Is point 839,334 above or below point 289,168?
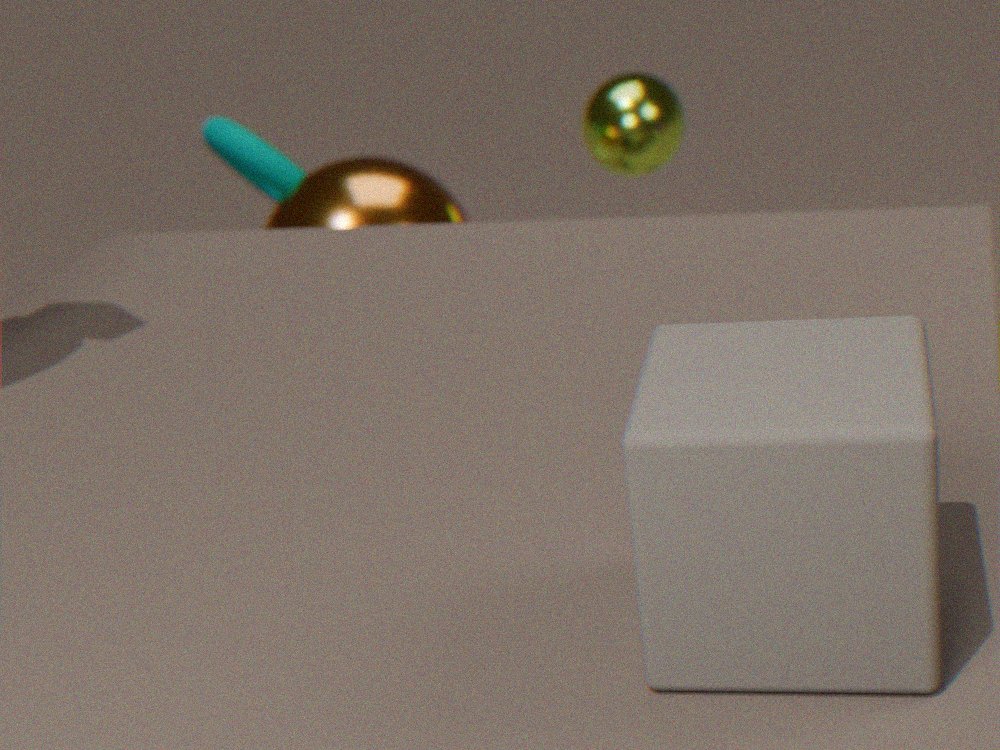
above
